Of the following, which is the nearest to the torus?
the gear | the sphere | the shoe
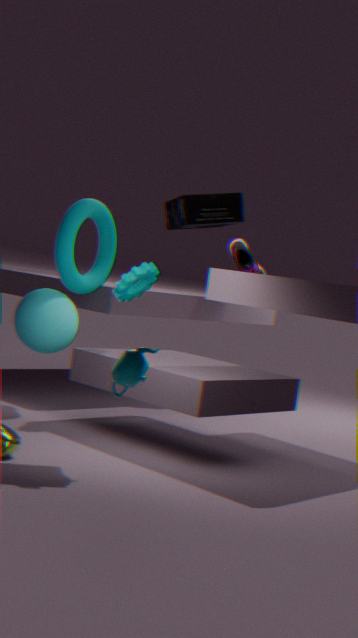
the sphere
